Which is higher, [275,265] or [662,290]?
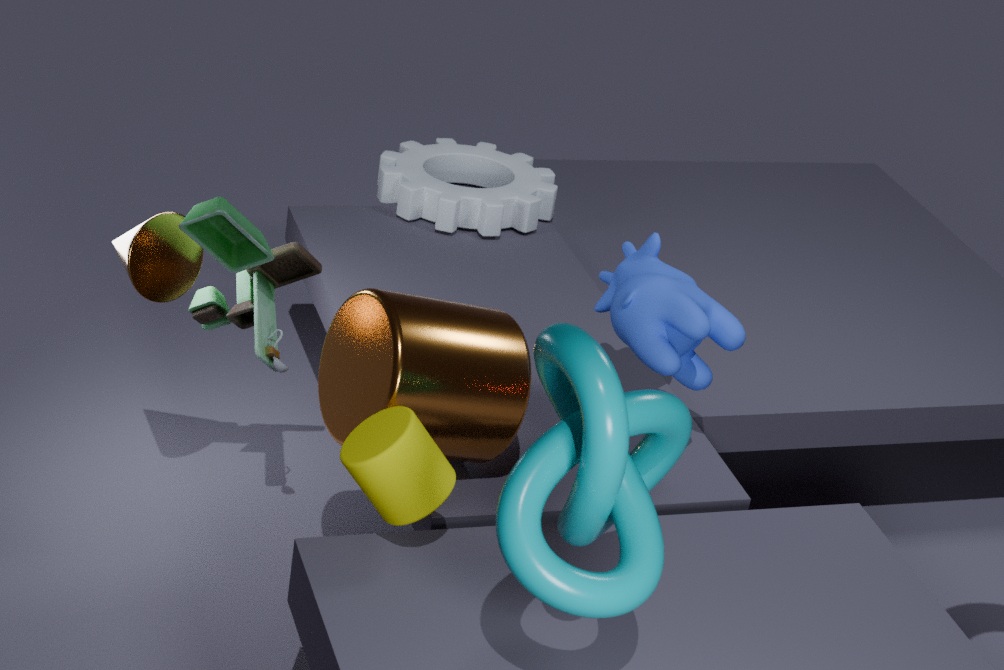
[662,290]
